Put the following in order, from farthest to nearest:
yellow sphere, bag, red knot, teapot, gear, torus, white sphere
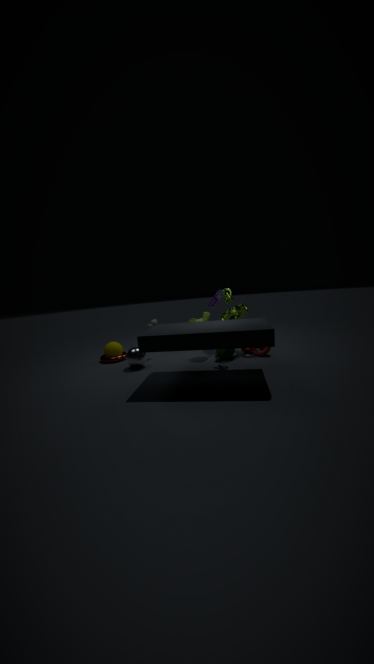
1. bag
2. yellow sphere
3. torus
4. gear
5. red knot
6. teapot
7. white sphere
